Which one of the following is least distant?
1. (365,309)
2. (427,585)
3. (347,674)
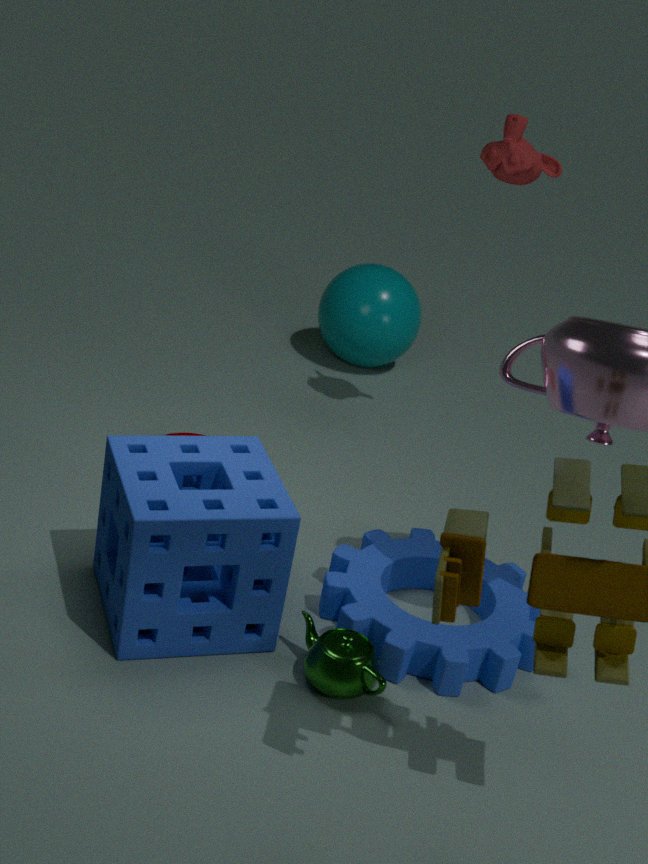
(347,674)
